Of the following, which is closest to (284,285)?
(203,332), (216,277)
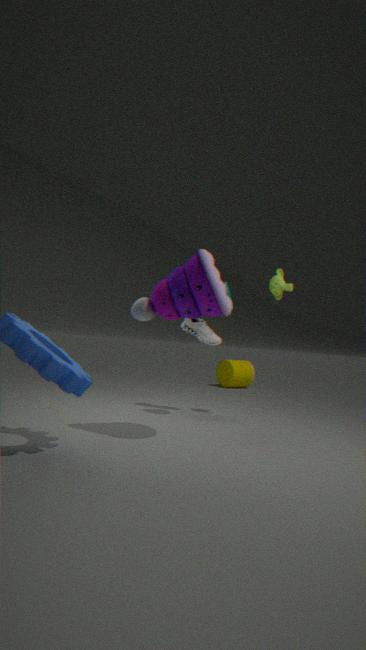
(203,332)
